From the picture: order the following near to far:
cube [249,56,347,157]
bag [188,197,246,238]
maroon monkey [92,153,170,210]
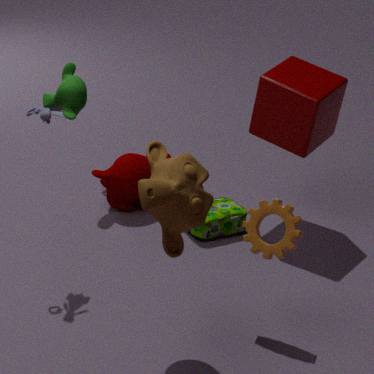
cube [249,56,347,157], bag [188,197,246,238], maroon monkey [92,153,170,210]
